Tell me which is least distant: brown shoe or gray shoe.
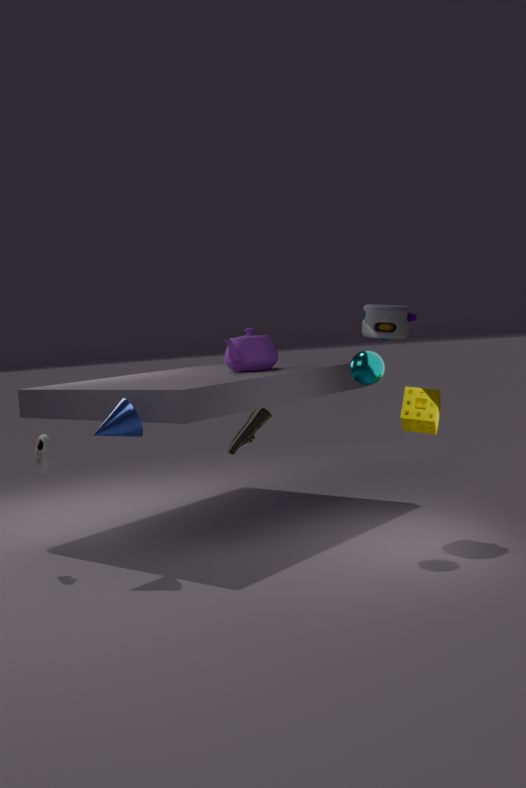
gray shoe
